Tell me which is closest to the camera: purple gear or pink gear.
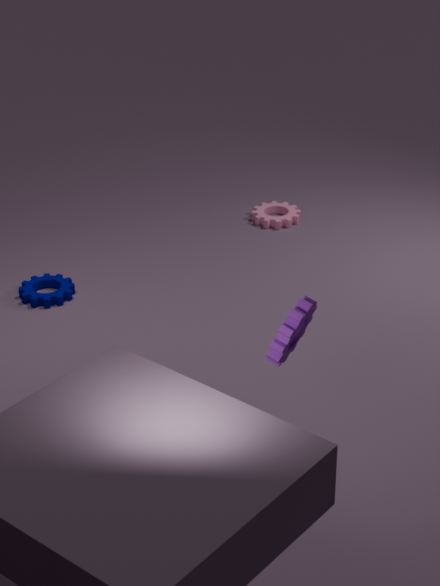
purple gear
